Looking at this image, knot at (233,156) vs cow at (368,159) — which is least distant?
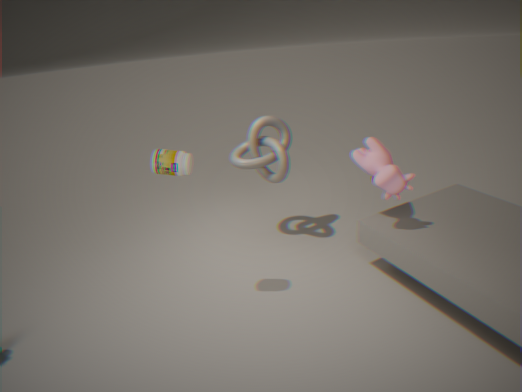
cow at (368,159)
